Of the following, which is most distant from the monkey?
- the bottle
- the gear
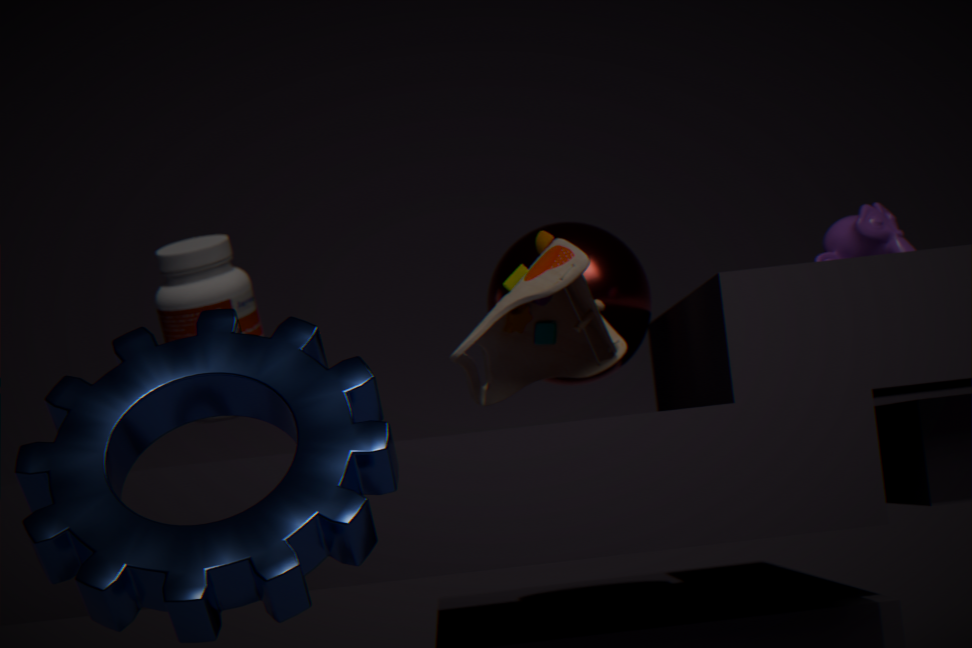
the bottle
